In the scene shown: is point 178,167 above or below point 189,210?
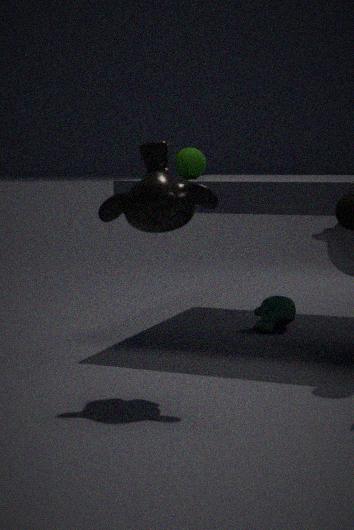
above
